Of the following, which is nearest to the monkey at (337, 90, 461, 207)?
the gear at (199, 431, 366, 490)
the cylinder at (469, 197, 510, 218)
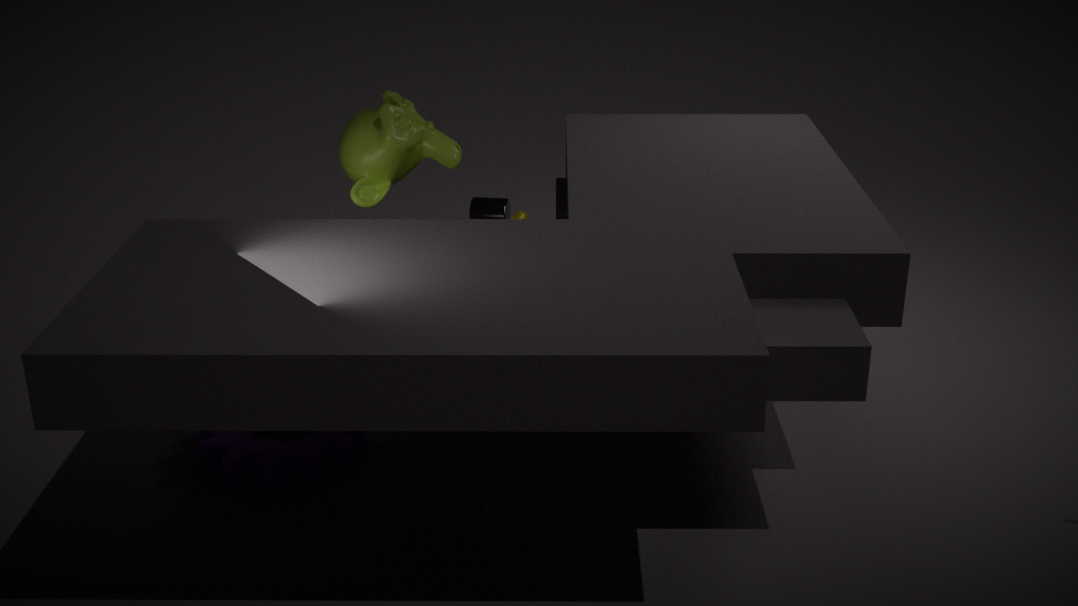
the gear at (199, 431, 366, 490)
